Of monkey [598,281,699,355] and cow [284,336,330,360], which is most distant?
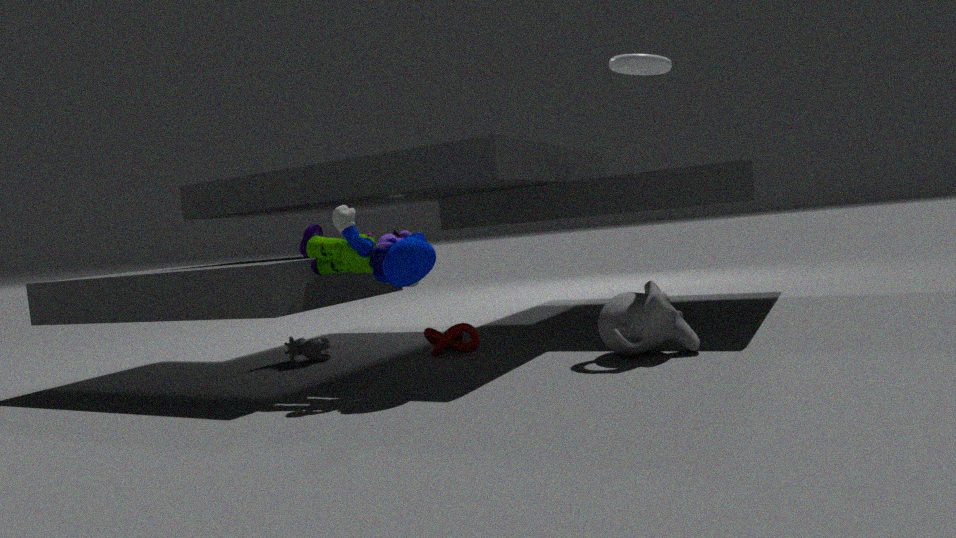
cow [284,336,330,360]
